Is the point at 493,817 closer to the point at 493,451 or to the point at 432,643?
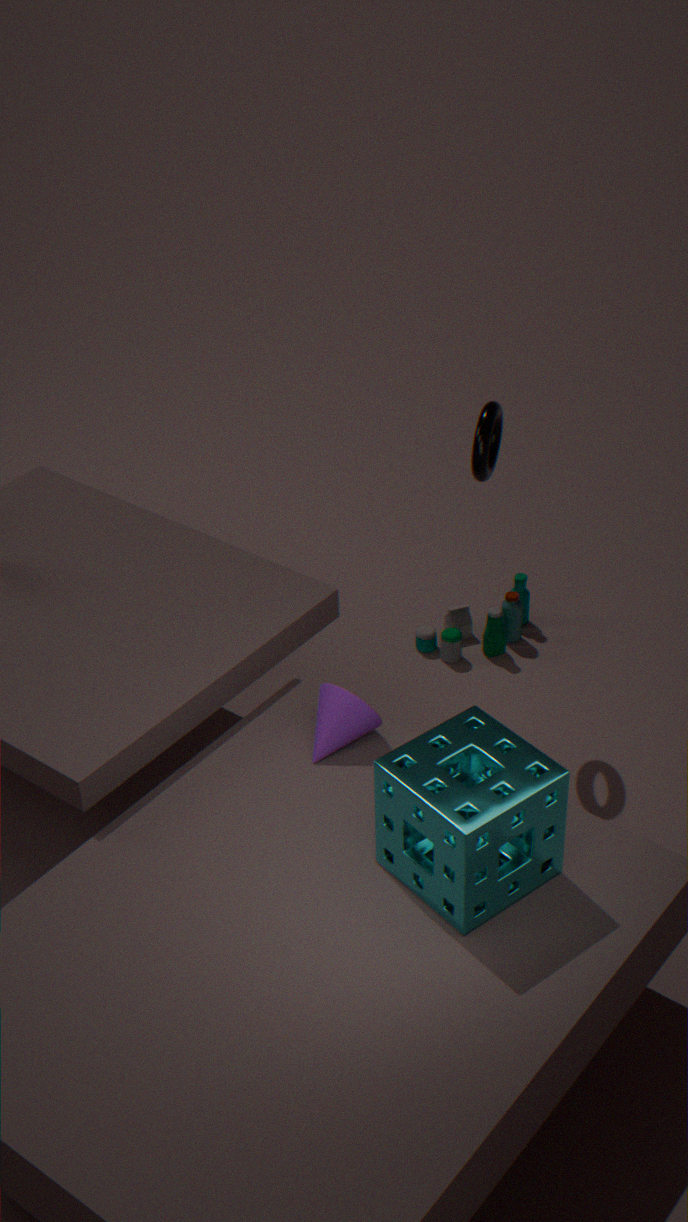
the point at 493,451
